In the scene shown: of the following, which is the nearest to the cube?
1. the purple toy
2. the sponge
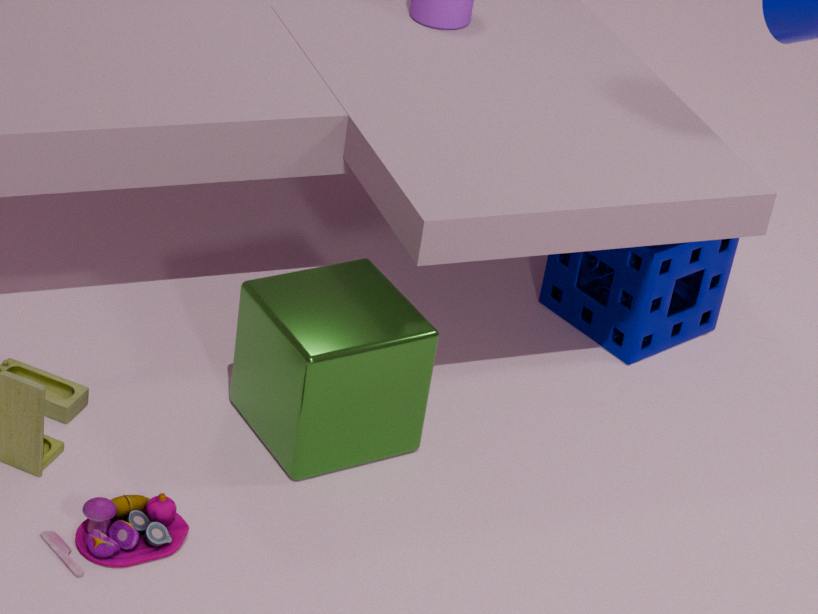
the purple toy
